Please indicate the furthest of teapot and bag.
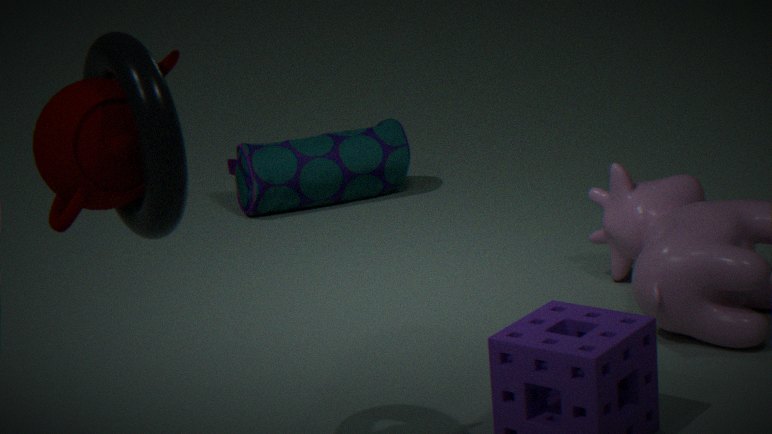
bag
